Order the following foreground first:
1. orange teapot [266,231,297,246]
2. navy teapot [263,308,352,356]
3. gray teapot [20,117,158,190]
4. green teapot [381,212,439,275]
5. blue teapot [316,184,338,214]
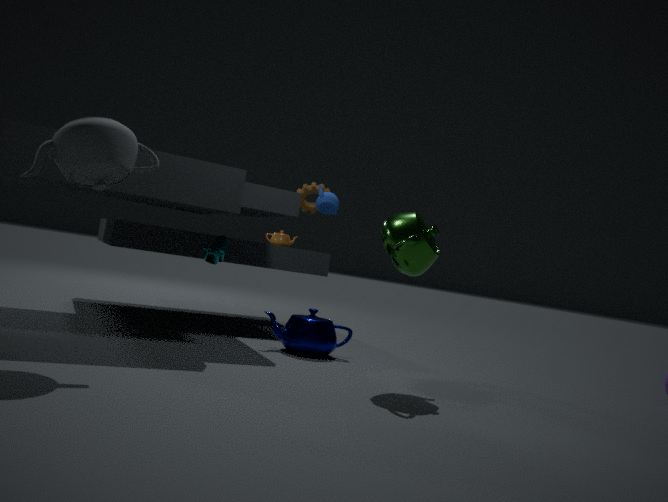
1. gray teapot [20,117,158,190]
2. green teapot [381,212,439,275]
3. navy teapot [263,308,352,356]
4. blue teapot [316,184,338,214]
5. orange teapot [266,231,297,246]
